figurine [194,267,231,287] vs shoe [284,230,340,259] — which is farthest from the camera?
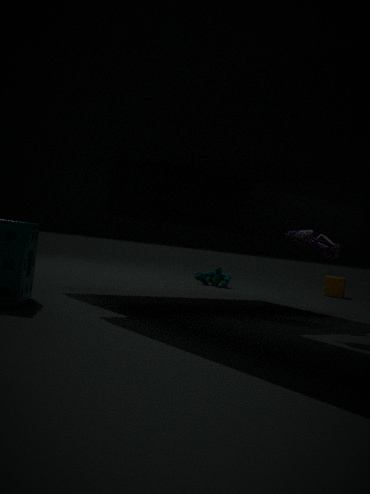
figurine [194,267,231,287]
